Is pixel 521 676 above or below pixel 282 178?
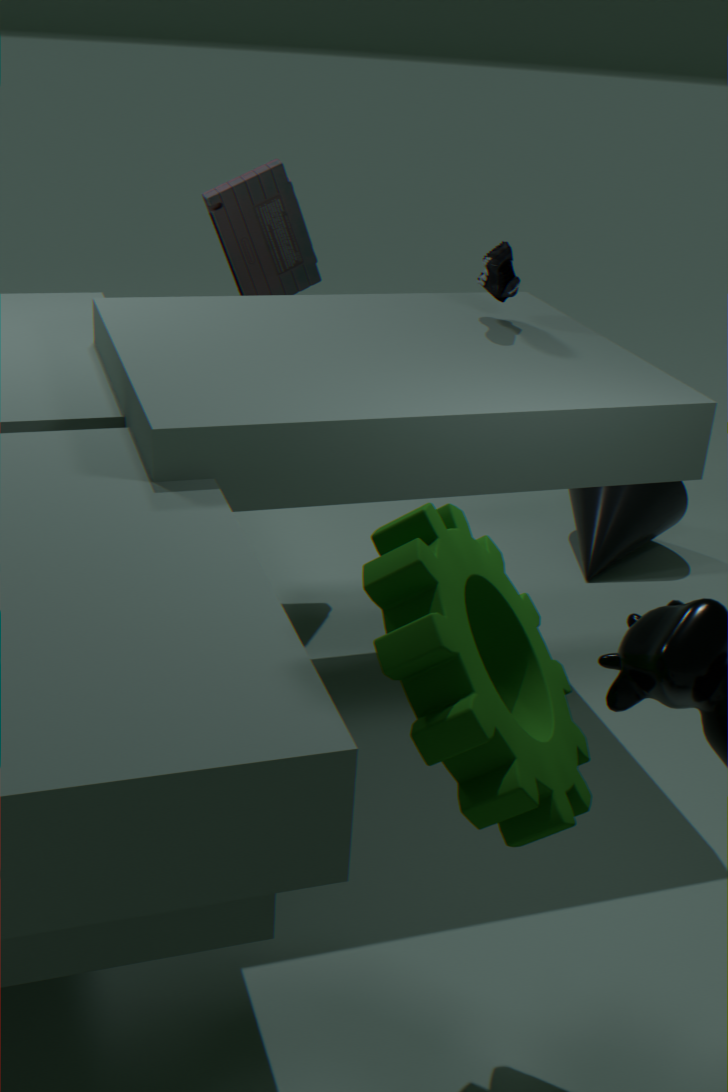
below
